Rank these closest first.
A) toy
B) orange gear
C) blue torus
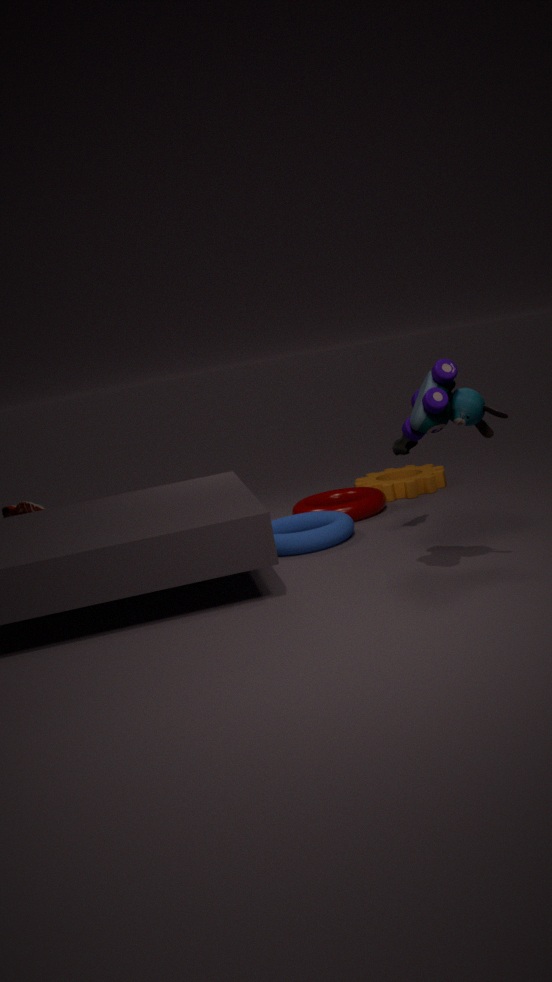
1. toy
2. blue torus
3. orange gear
